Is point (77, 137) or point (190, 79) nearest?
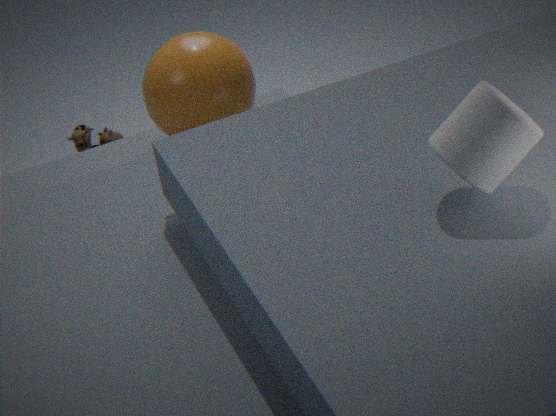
point (190, 79)
